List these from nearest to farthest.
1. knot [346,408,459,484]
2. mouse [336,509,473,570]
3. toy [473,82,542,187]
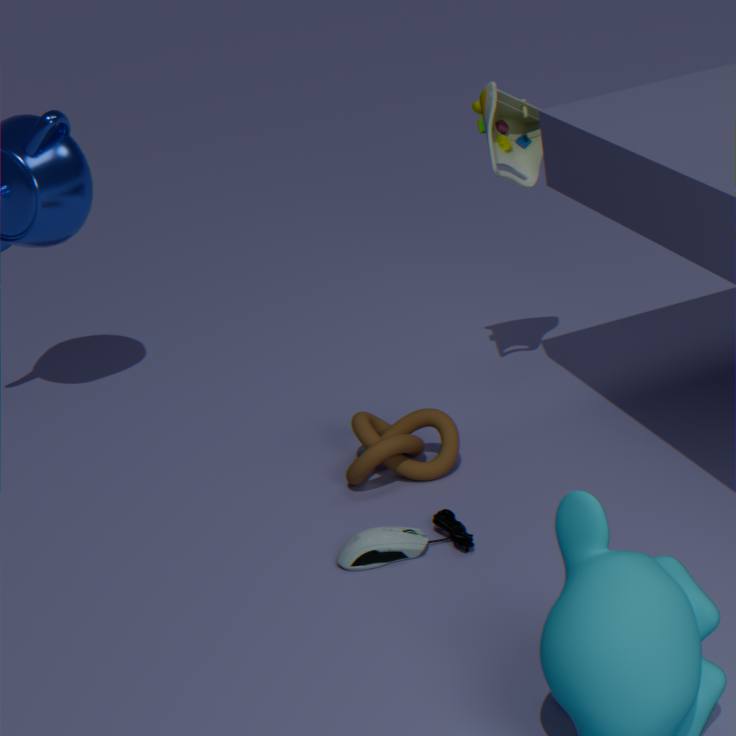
mouse [336,509,473,570] < knot [346,408,459,484] < toy [473,82,542,187]
